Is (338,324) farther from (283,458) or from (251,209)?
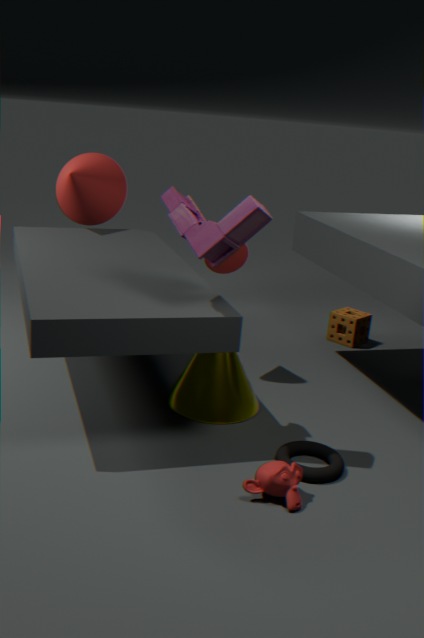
(251,209)
